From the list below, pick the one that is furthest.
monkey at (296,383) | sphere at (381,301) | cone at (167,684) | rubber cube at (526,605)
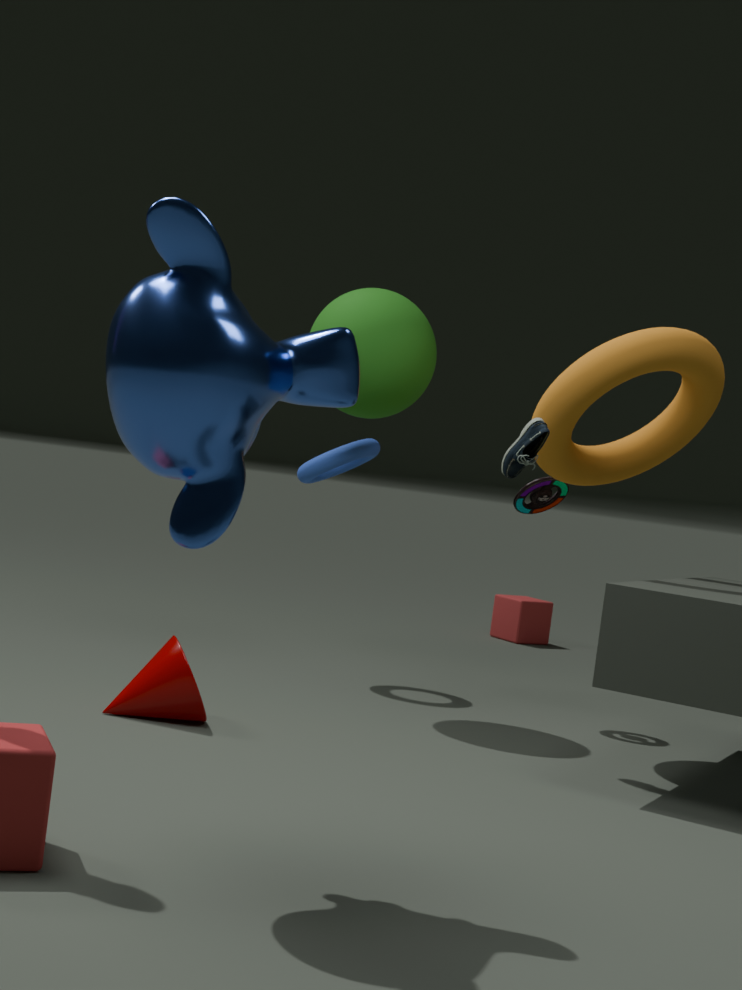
rubber cube at (526,605)
